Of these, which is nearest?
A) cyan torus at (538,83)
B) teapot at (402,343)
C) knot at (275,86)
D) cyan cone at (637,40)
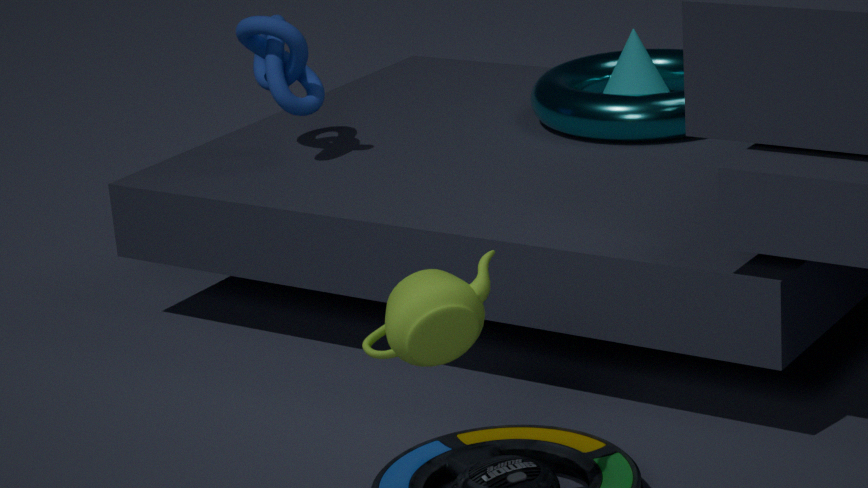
teapot at (402,343)
